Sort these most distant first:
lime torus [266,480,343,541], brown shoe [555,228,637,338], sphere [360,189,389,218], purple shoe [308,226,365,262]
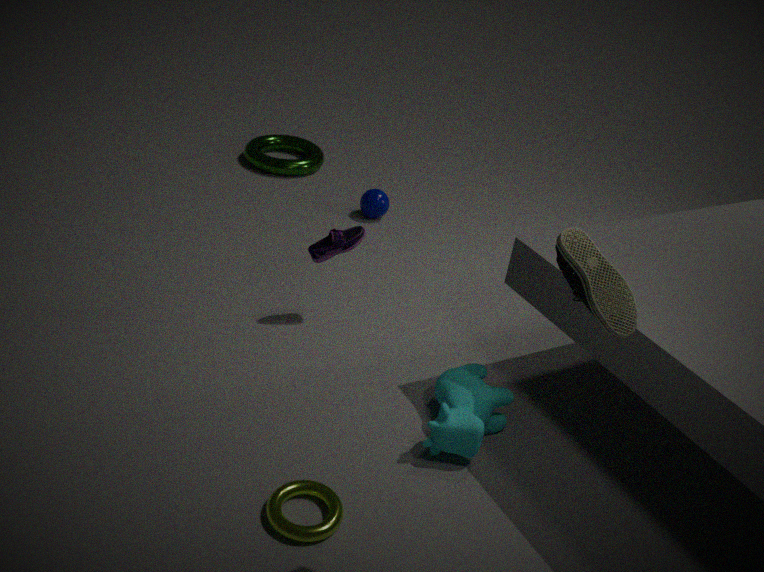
sphere [360,189,389,218], purple shoe [308,226,365,262], lime torus [266,480,343,541], brown shoe [555,228,637,338]
